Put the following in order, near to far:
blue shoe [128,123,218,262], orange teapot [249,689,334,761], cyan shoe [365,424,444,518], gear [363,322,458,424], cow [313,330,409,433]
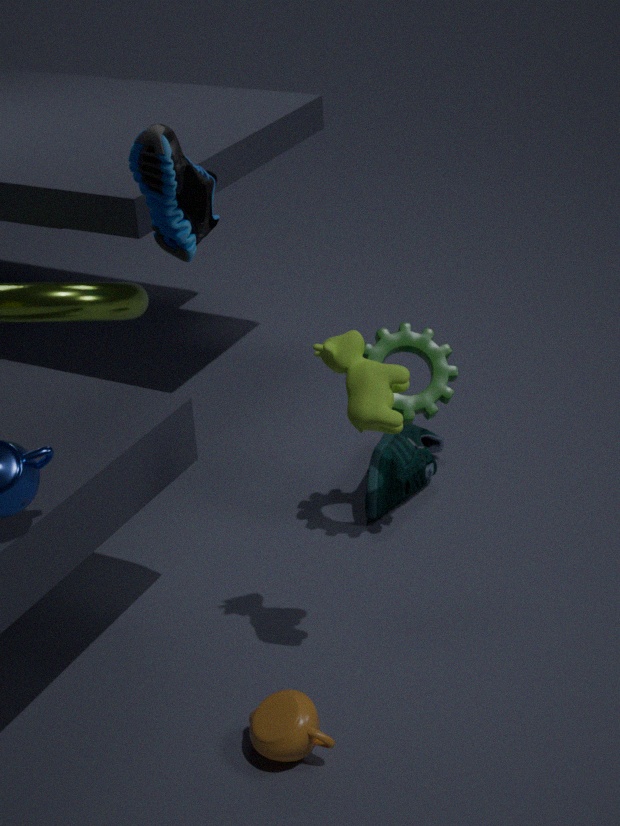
cow [313,330,409,433]
orange teapot [249,689,334,761]
blue shoe [128,123,218,262]
gear [363,322,458,424]
cyan shoe [365,424,444,518]
